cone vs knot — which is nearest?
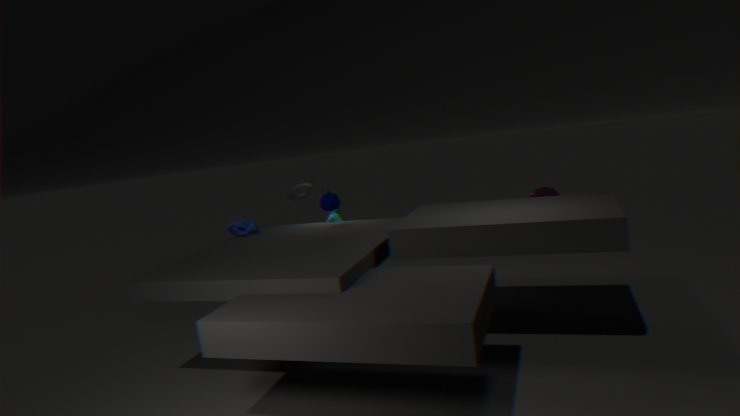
knot
